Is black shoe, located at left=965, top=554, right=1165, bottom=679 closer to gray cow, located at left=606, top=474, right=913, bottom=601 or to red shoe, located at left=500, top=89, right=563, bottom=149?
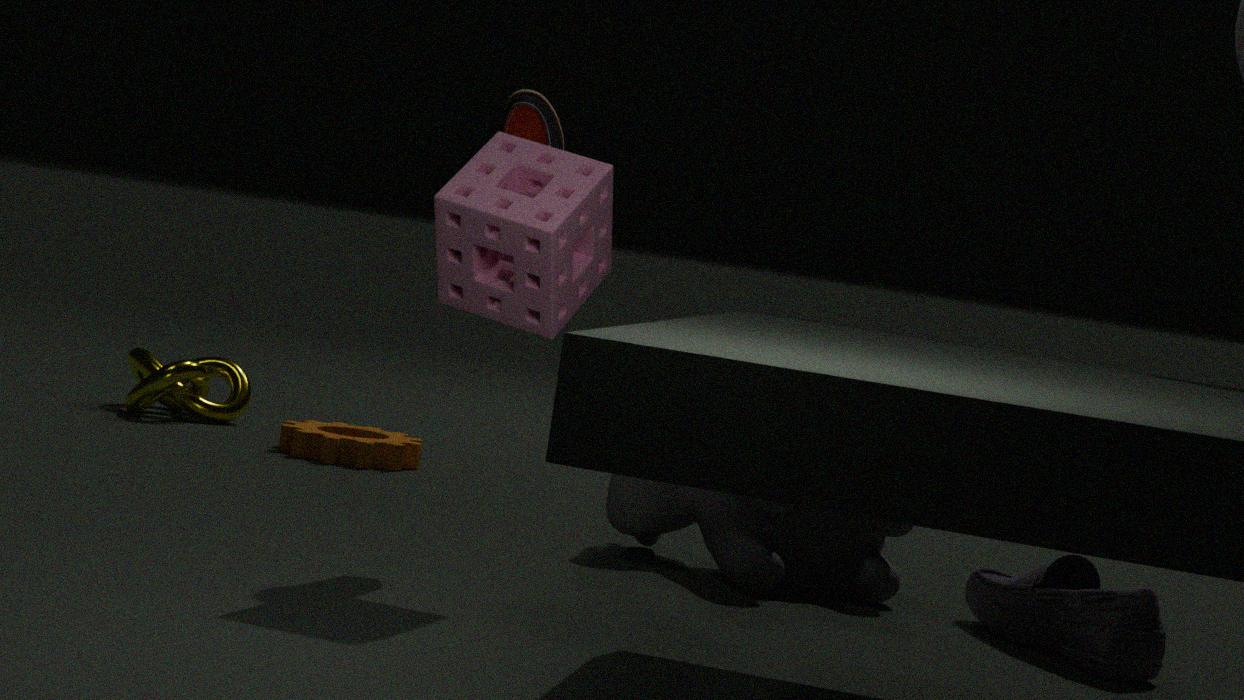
gray cow, located at left=606, top=474, right=913, bottom=601
